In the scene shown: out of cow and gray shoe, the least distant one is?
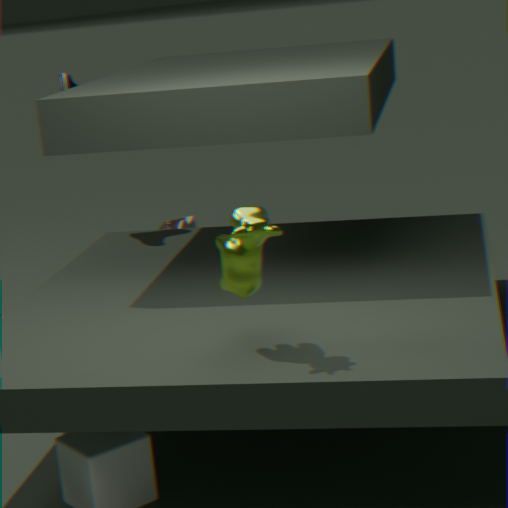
cow
